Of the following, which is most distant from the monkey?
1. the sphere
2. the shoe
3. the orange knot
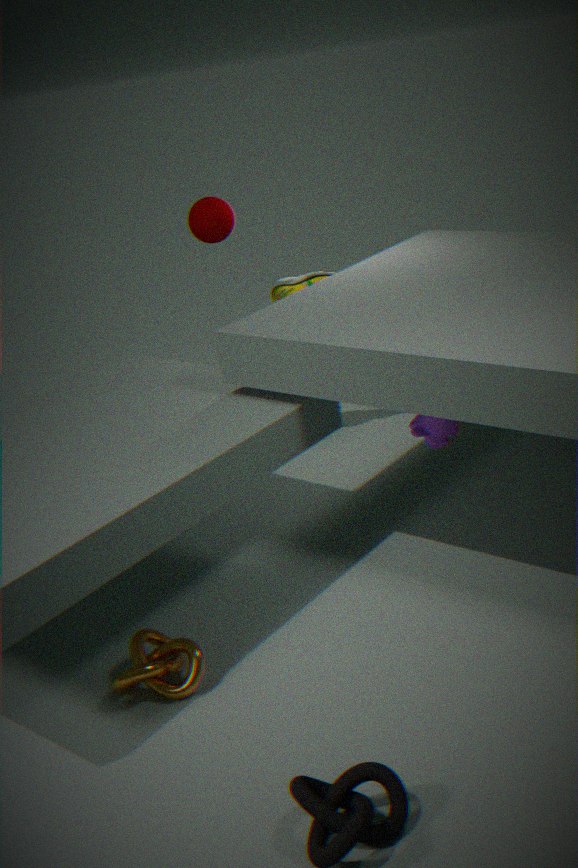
the sphere
